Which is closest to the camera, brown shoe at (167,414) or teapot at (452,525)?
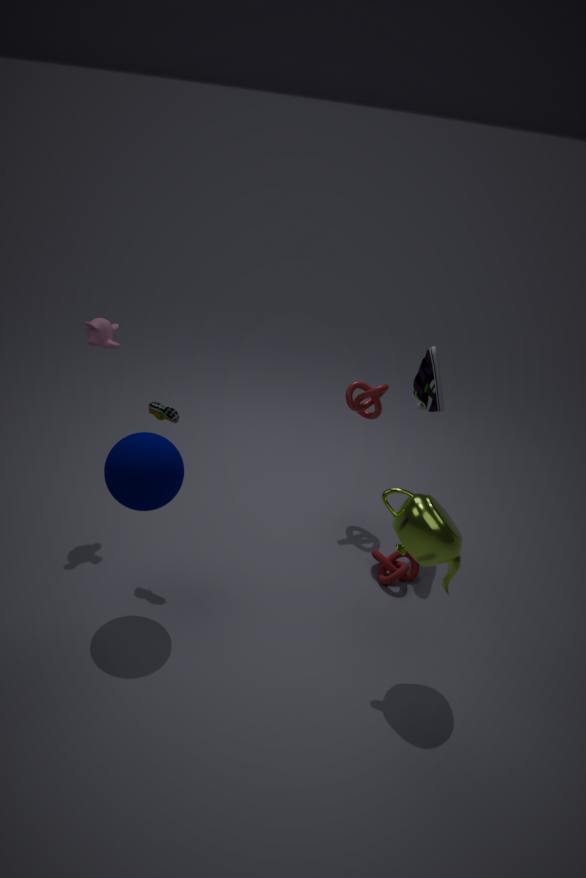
teapot at (452,525)
